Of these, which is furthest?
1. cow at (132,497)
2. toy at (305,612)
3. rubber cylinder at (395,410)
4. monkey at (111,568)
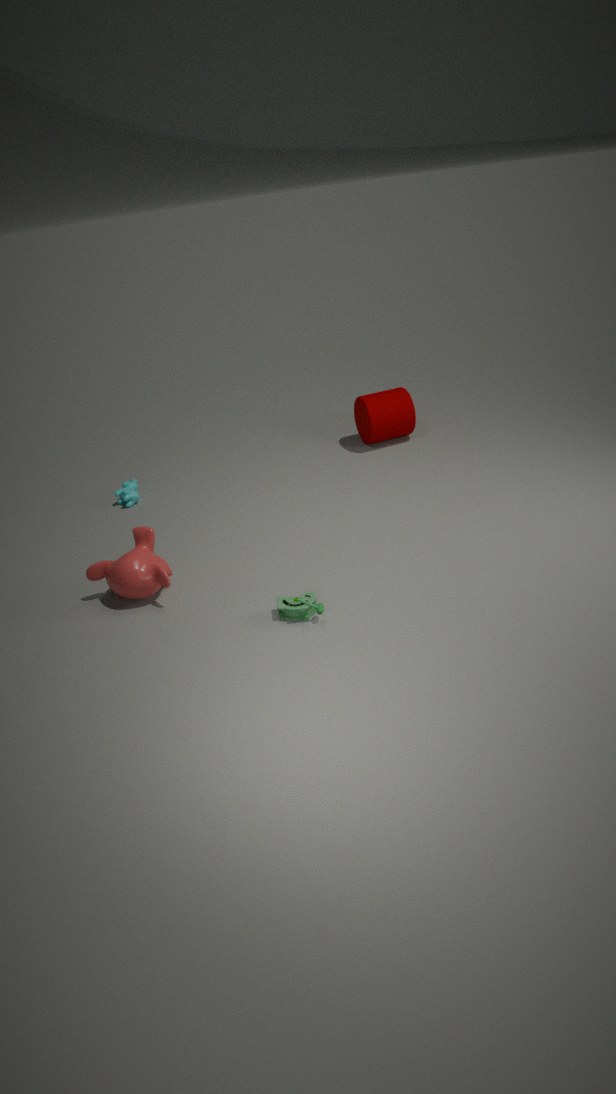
rubber cylinder at (395,410)
